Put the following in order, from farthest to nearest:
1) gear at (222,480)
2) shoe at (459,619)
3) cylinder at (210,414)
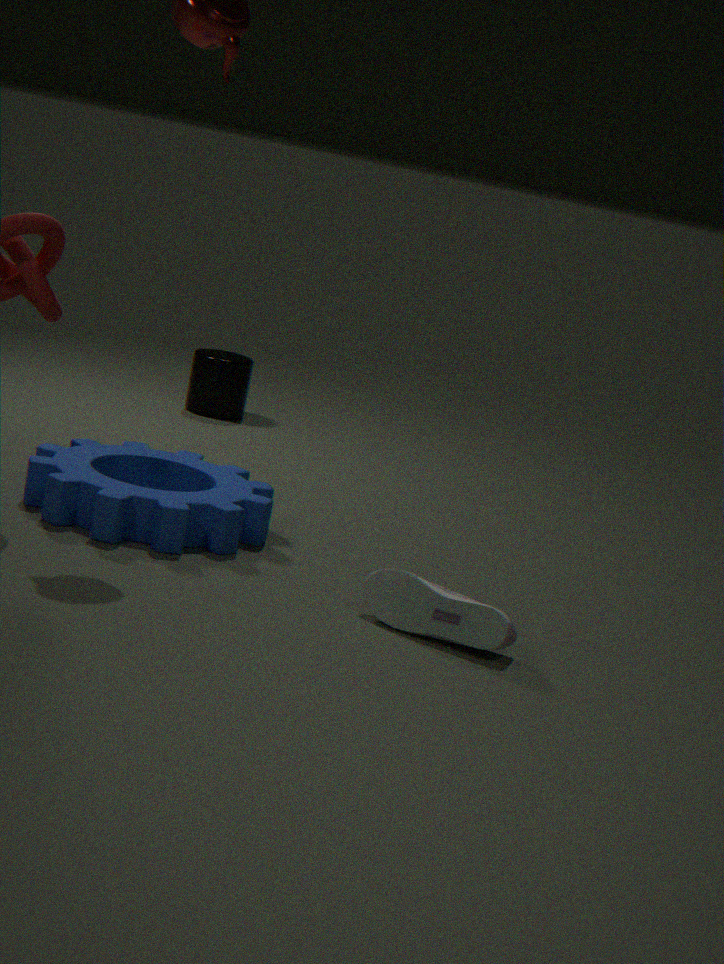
3. cylinder at (210,414), 1. gear at (222,480), 2. shoe at (459,619)
